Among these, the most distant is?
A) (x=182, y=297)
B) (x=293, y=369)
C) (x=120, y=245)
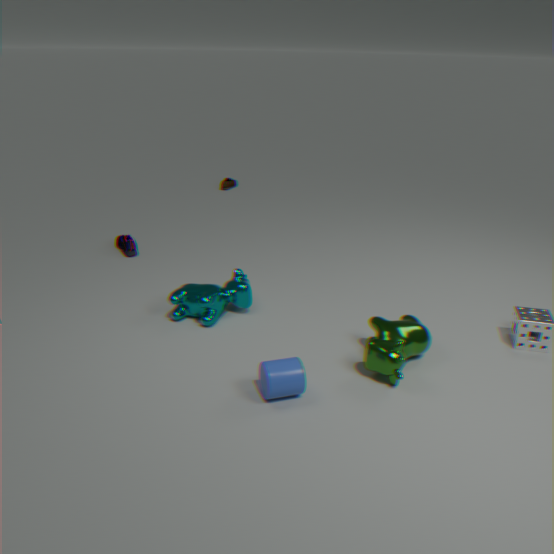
(x=120, y=245)
